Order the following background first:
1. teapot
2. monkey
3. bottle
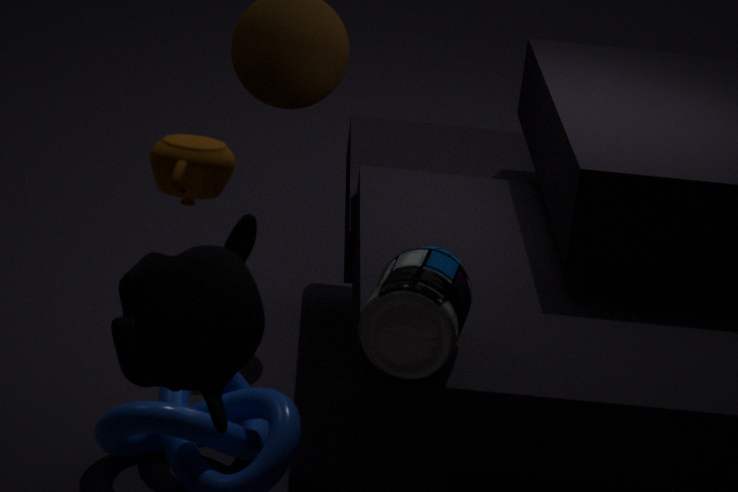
bottle
monkey
teapot
